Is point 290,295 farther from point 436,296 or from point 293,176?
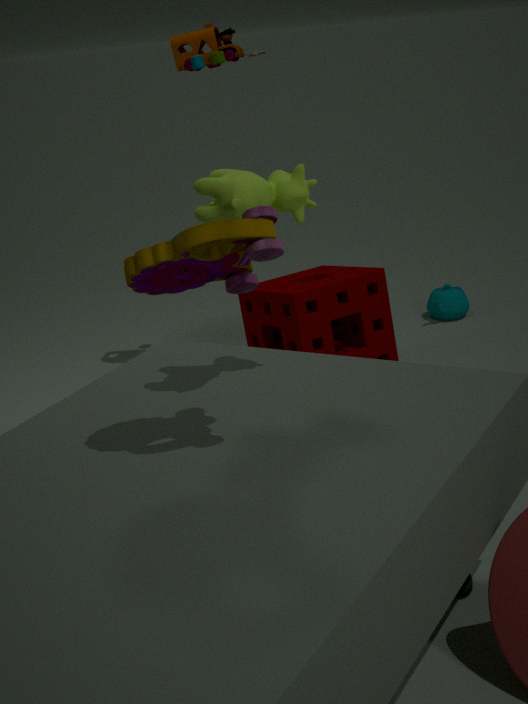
point 293,176
